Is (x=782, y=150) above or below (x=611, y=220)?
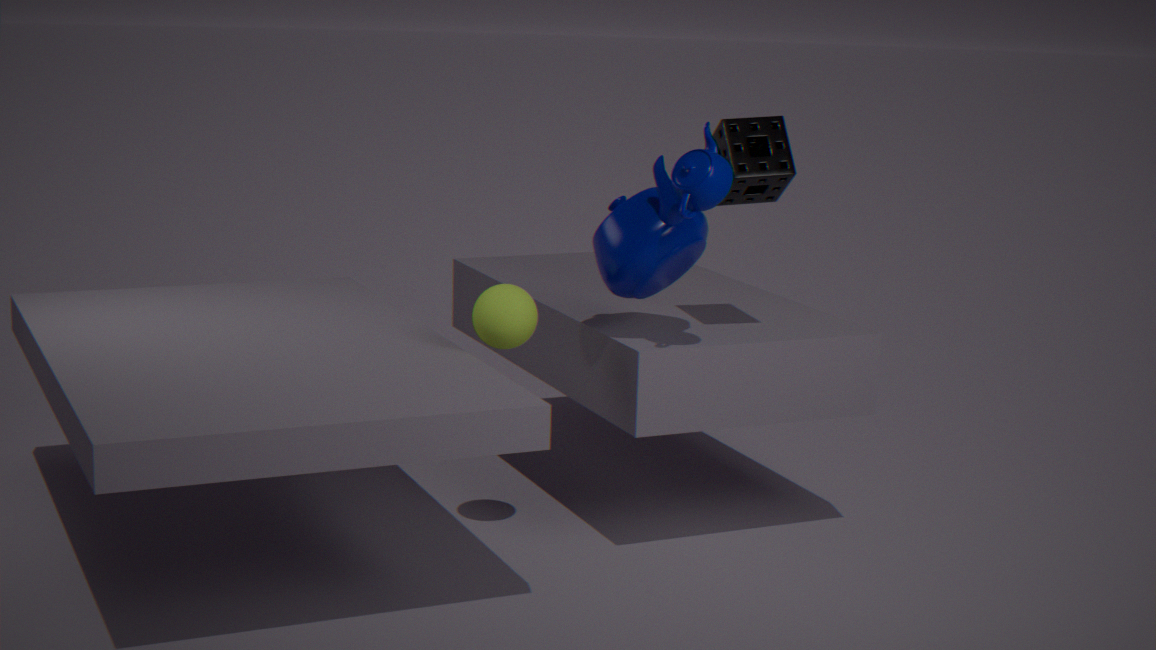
above
